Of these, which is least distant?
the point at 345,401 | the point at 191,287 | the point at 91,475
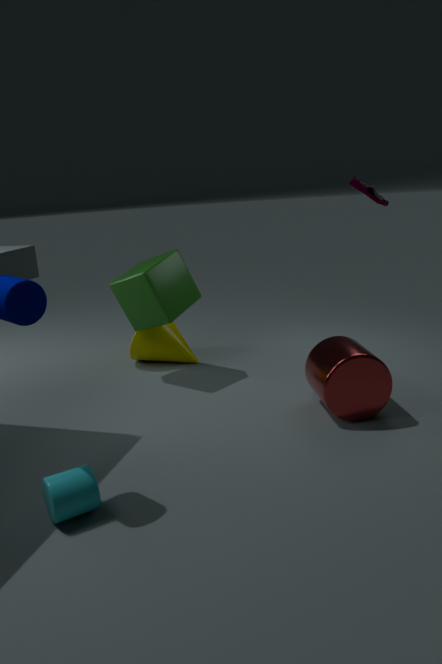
the point at 91,475
